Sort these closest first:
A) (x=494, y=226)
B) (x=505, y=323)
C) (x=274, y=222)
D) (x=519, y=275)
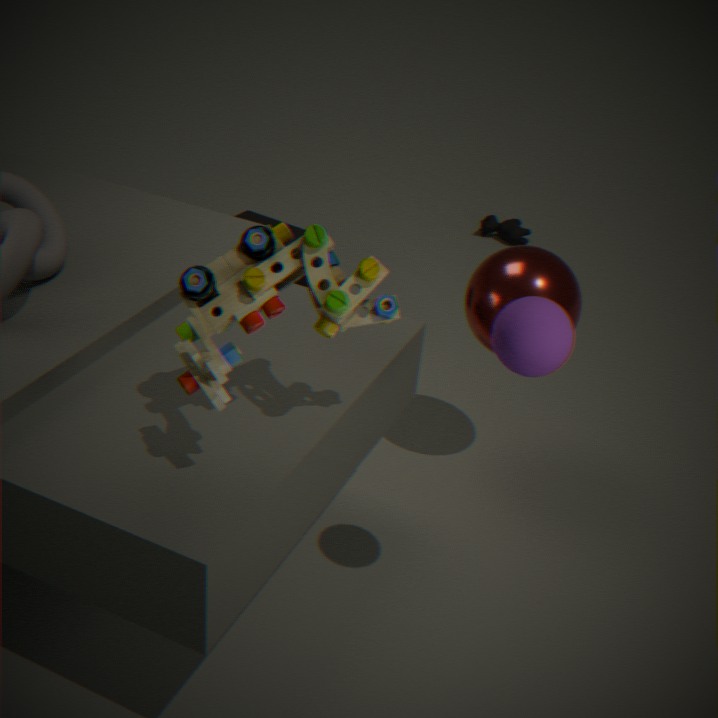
(x=505, y=323) → (x=519, y=275) → (x=274, y=222) → (x=494, y=226)
